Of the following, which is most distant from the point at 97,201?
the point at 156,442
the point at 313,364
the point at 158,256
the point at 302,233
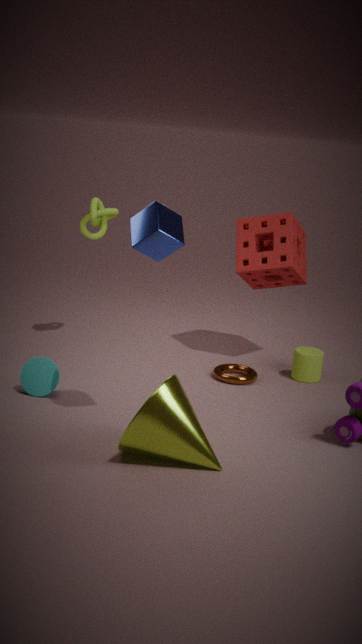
the point at 156,442
